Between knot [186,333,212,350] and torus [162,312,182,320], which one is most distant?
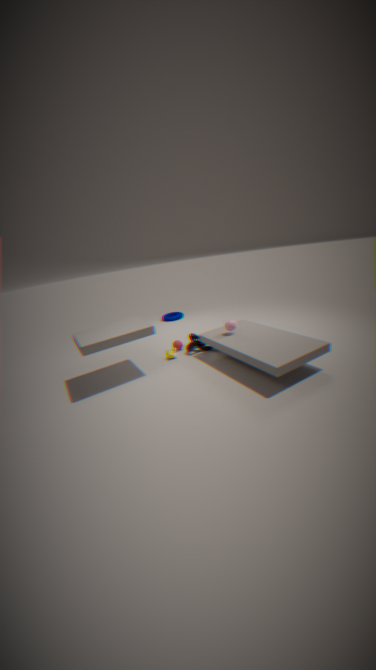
torus [162,312,182,320]
